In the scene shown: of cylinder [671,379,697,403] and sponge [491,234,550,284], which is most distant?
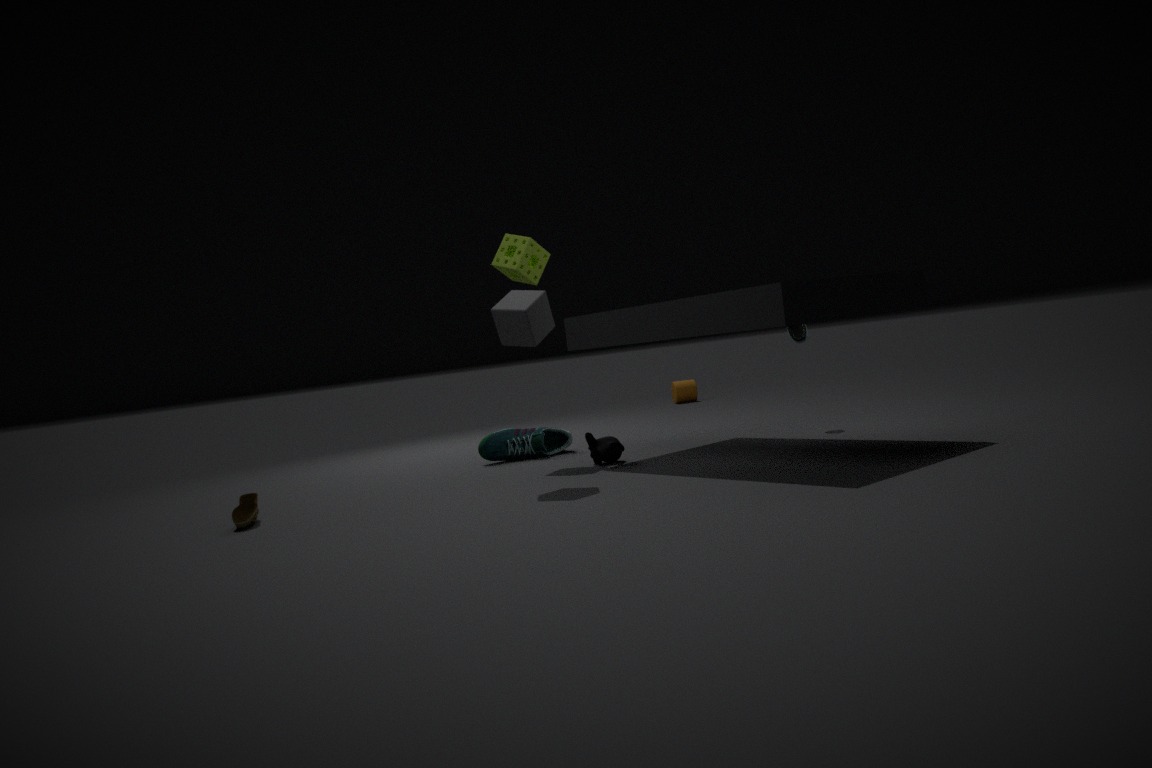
cylinder [671,379,697,403]
